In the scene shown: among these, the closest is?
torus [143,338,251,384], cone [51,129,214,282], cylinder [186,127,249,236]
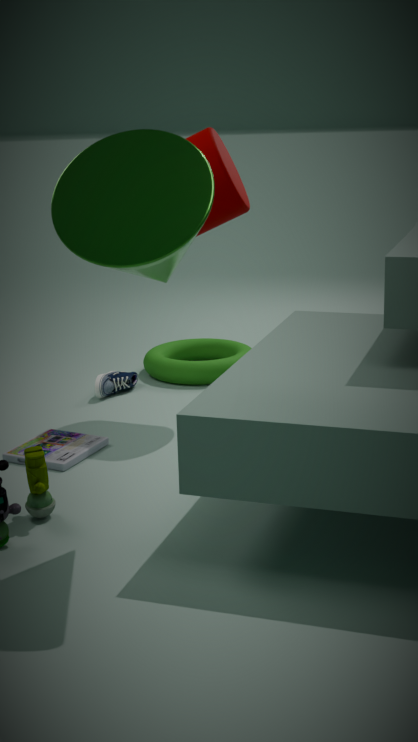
cone [51,129,214,282]
